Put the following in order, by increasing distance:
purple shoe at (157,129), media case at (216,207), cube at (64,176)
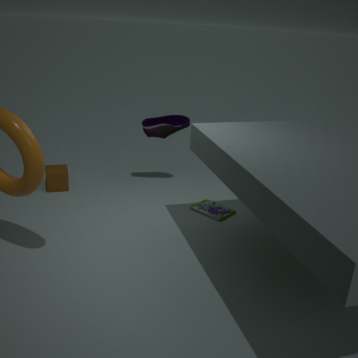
media case at (216,207) < cube at (64,176) < purple shoe at (157,129)
